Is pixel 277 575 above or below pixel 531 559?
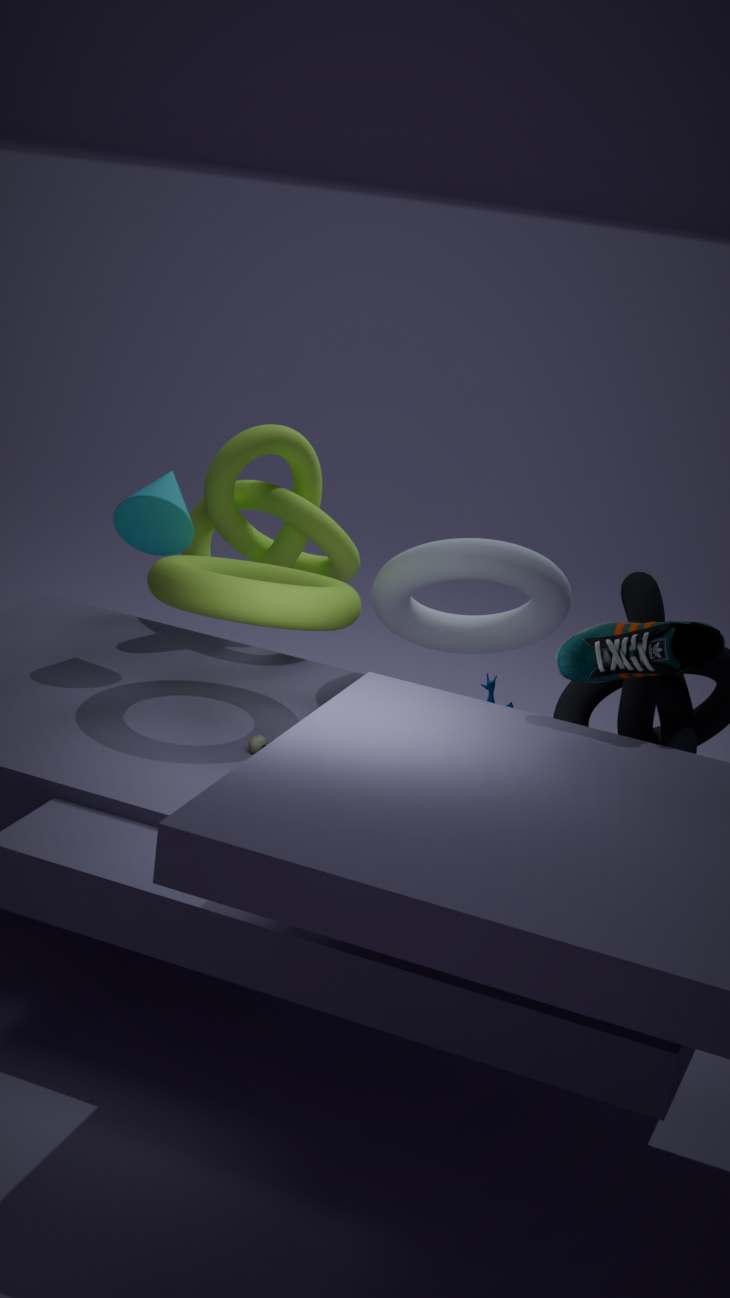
above
